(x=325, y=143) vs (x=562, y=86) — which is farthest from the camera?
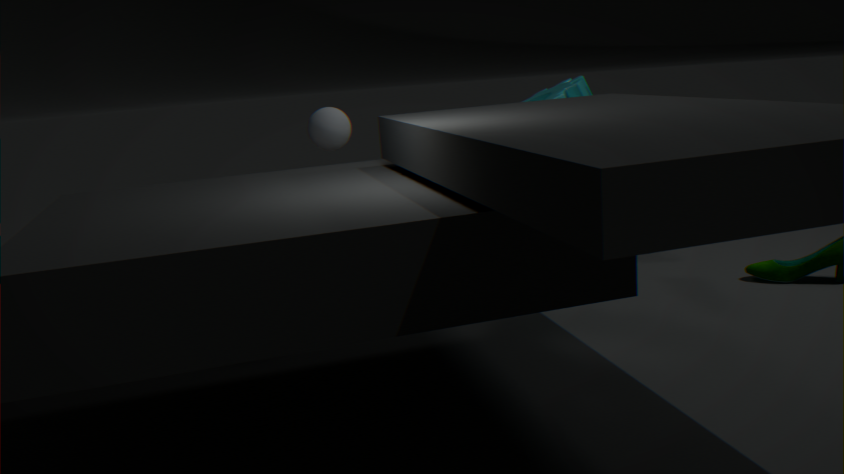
(x=325, y=143)
